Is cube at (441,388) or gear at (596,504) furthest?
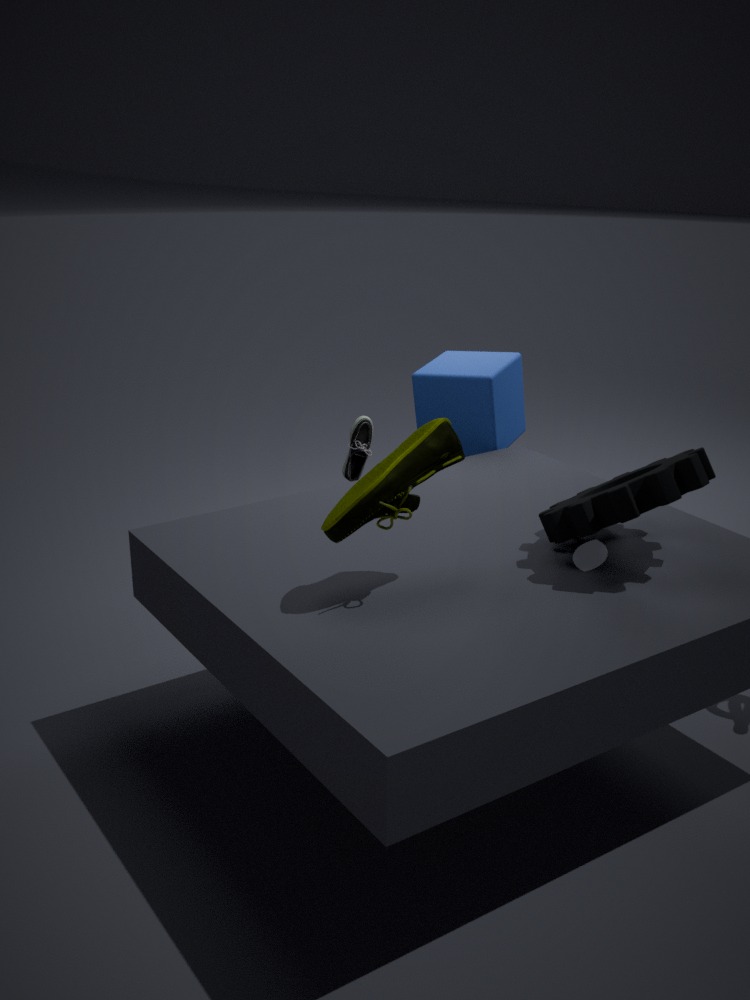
cube at (441,388)
